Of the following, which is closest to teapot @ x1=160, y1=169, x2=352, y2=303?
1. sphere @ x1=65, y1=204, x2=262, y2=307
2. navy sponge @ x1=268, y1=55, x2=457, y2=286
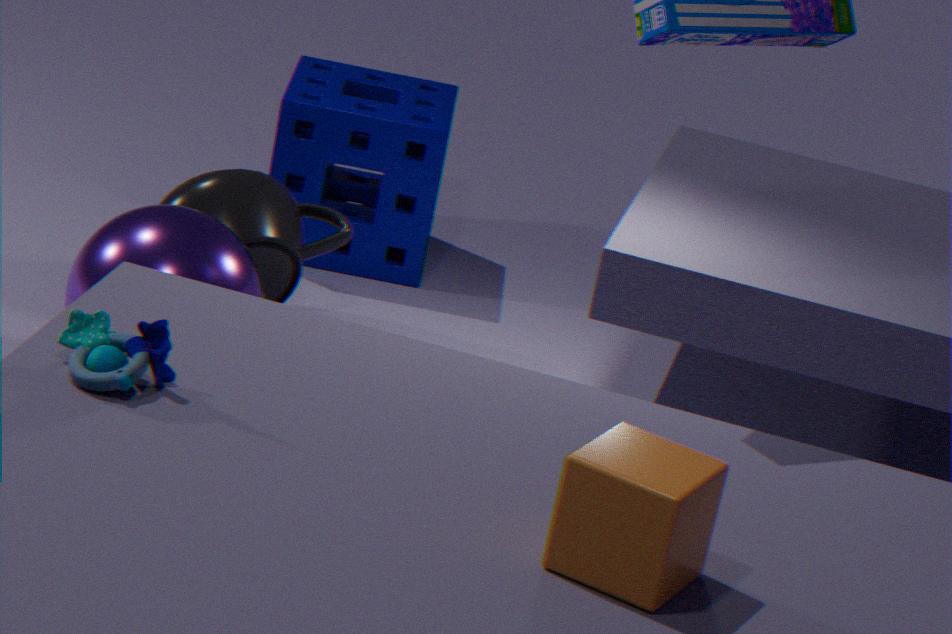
sphere @ x1=65, y1=204, x2=262, y2=307
